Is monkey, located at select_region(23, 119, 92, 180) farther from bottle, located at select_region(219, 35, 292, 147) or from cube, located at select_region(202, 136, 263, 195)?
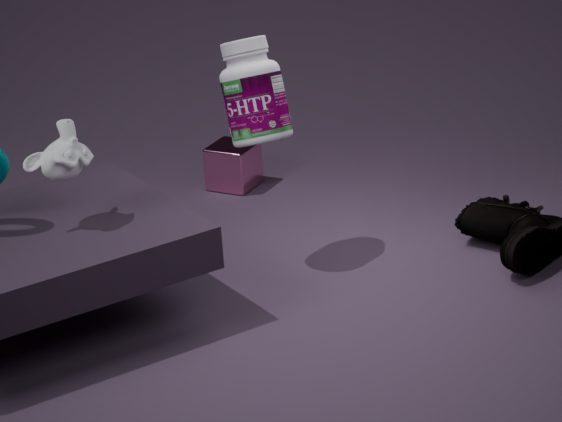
cube, located at select_region(202, 136, 263, 195)
